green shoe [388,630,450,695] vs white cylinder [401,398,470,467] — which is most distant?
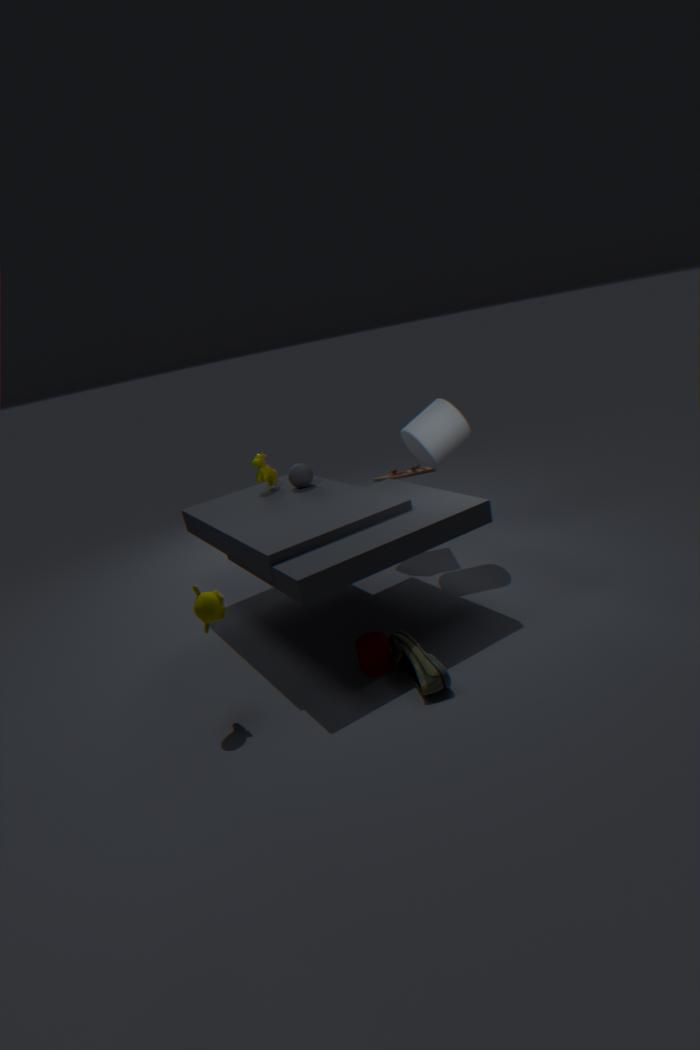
white cylinder [401,398,470,467]
